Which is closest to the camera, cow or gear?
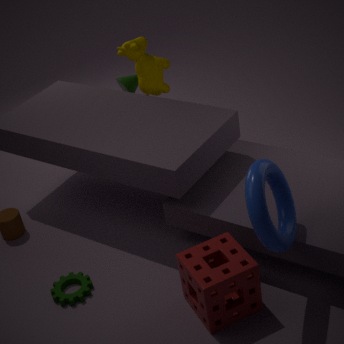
gear
